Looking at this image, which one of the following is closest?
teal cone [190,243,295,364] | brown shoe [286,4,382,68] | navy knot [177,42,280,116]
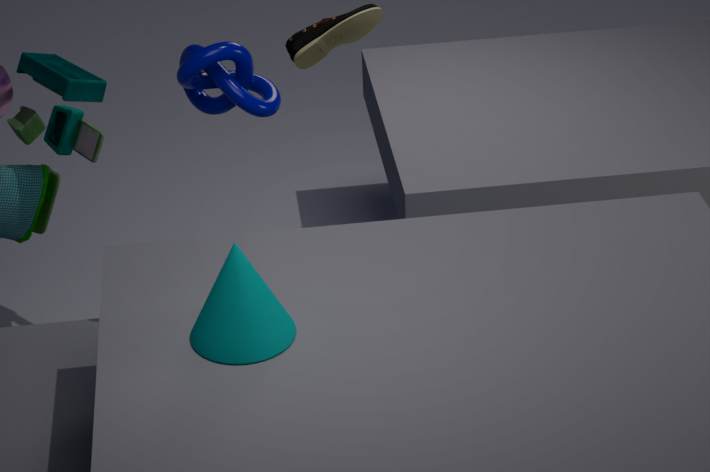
teal cone [190,243,295,364]
